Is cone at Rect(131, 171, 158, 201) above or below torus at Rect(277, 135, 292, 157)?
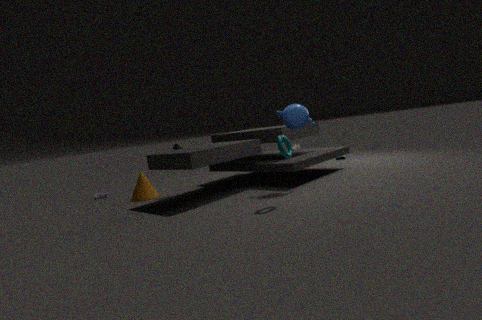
below
